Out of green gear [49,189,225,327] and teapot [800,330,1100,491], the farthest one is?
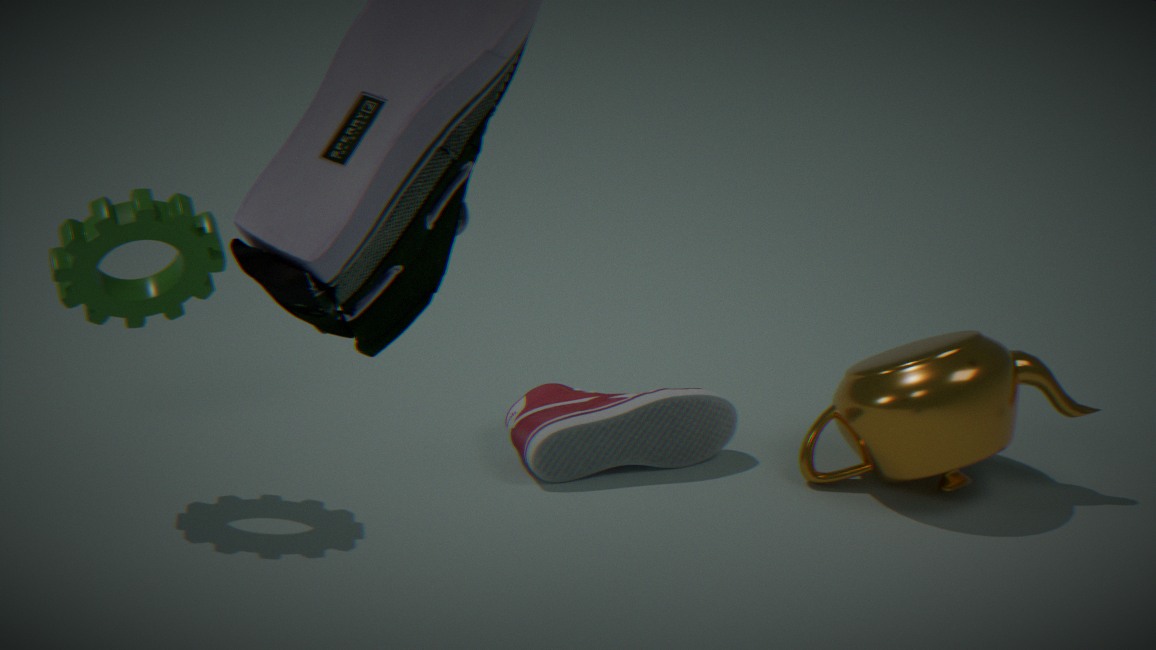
teapot [800,330,1100,491]
